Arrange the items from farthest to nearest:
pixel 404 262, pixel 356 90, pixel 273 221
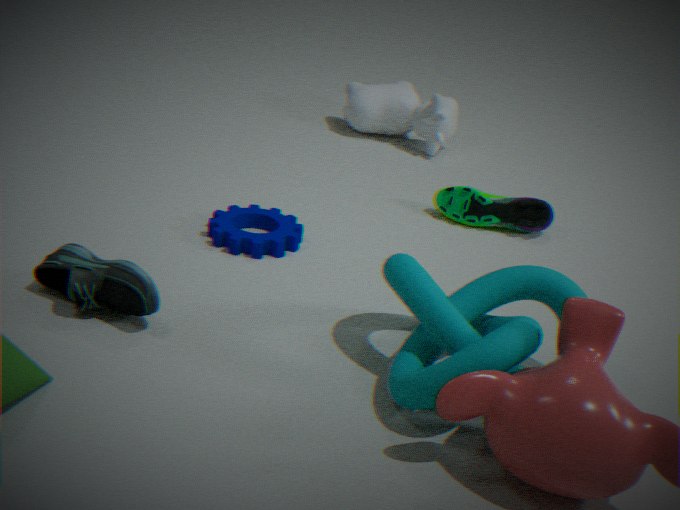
pixel 356 90 → pixel 273 221 → pixel 404 262
